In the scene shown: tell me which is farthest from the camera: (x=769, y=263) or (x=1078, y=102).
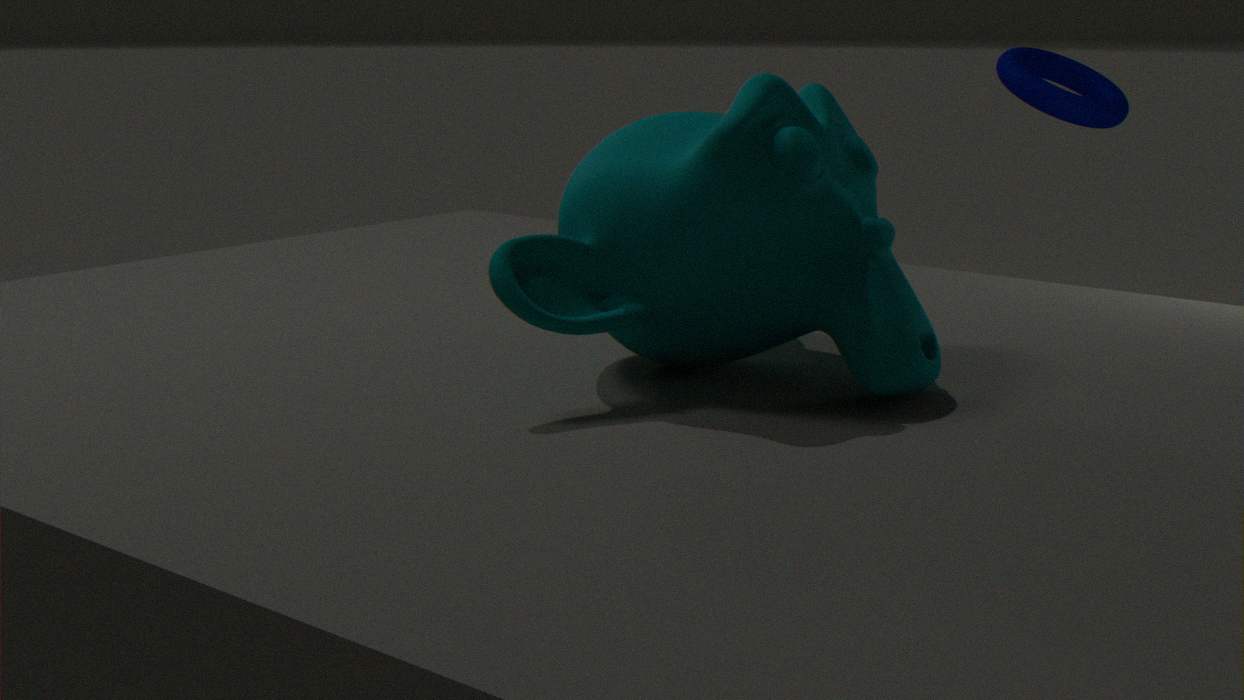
(x=1078, y=102)
